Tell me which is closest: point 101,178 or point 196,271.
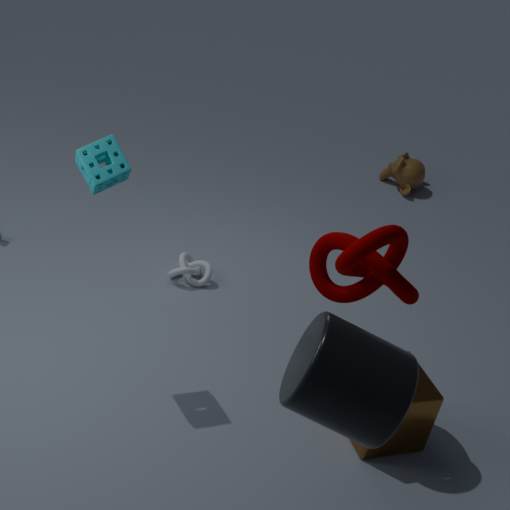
point 101,178
